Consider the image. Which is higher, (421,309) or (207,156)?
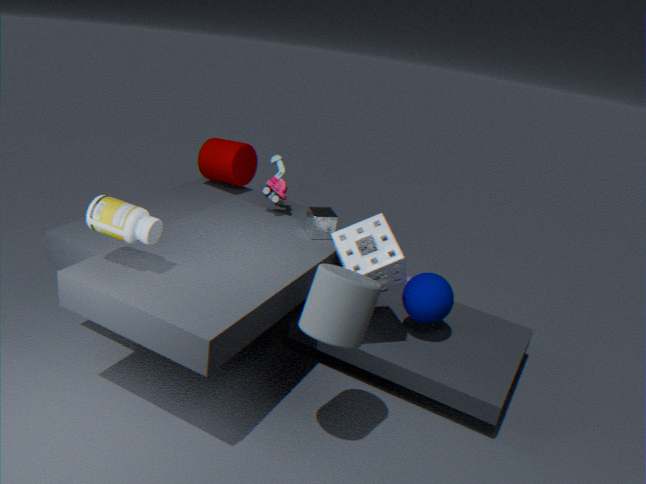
(207,156)
